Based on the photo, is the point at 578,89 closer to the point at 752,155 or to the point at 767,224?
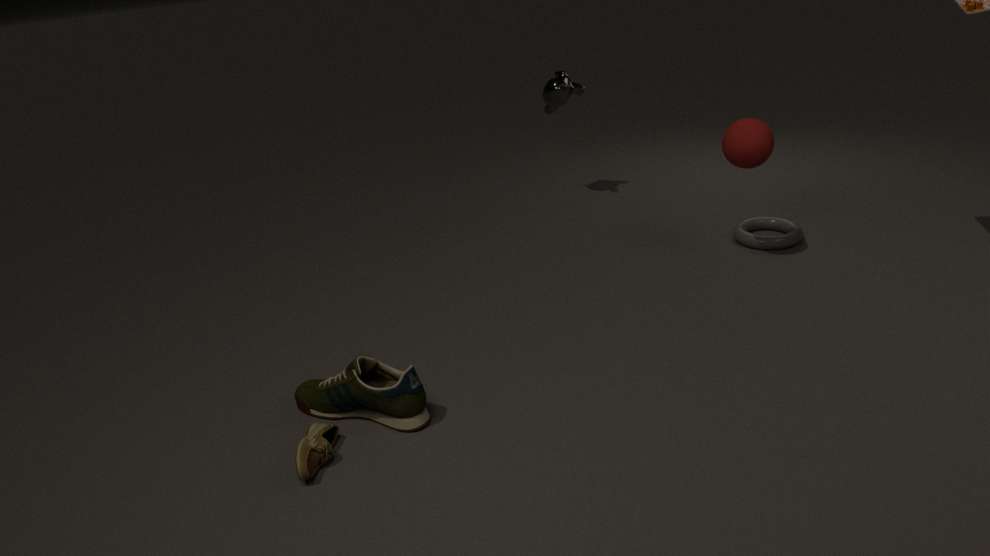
the point at 752,155
